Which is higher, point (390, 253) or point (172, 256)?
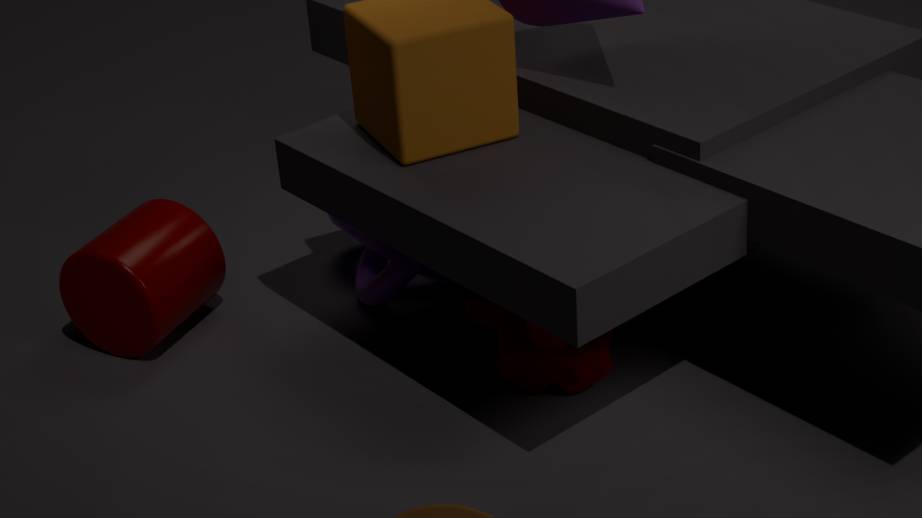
point (172, 256)
